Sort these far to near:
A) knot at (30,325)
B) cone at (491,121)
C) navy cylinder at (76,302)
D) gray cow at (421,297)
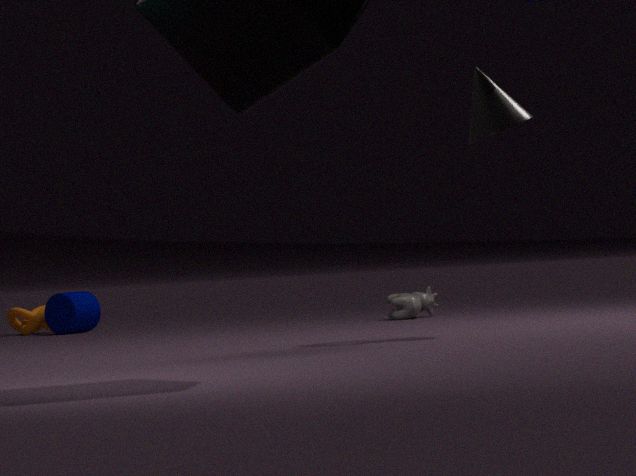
knot at (30,325), navy cylinder at (76,302), gray cow at (421,297), cone at (491,121)
